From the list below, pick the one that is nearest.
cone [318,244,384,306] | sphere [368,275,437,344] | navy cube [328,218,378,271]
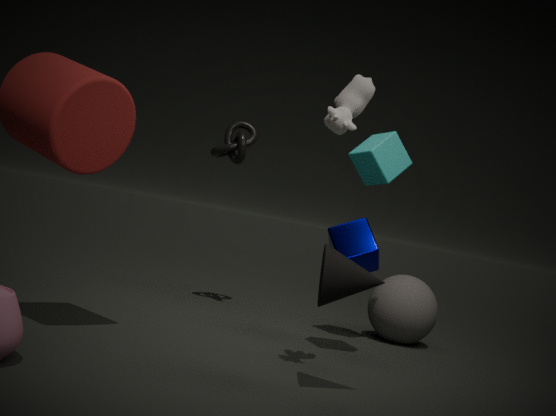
cone [318,244,384,306]
